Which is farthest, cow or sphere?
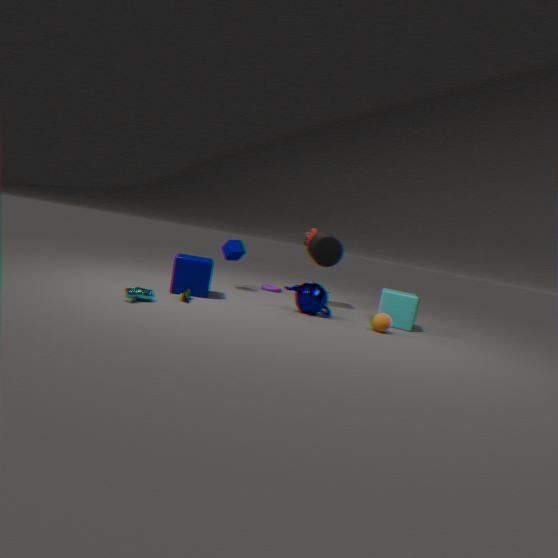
sphere
